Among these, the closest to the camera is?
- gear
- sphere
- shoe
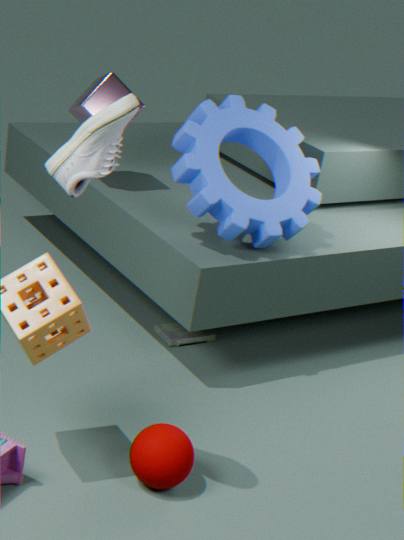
shoe
